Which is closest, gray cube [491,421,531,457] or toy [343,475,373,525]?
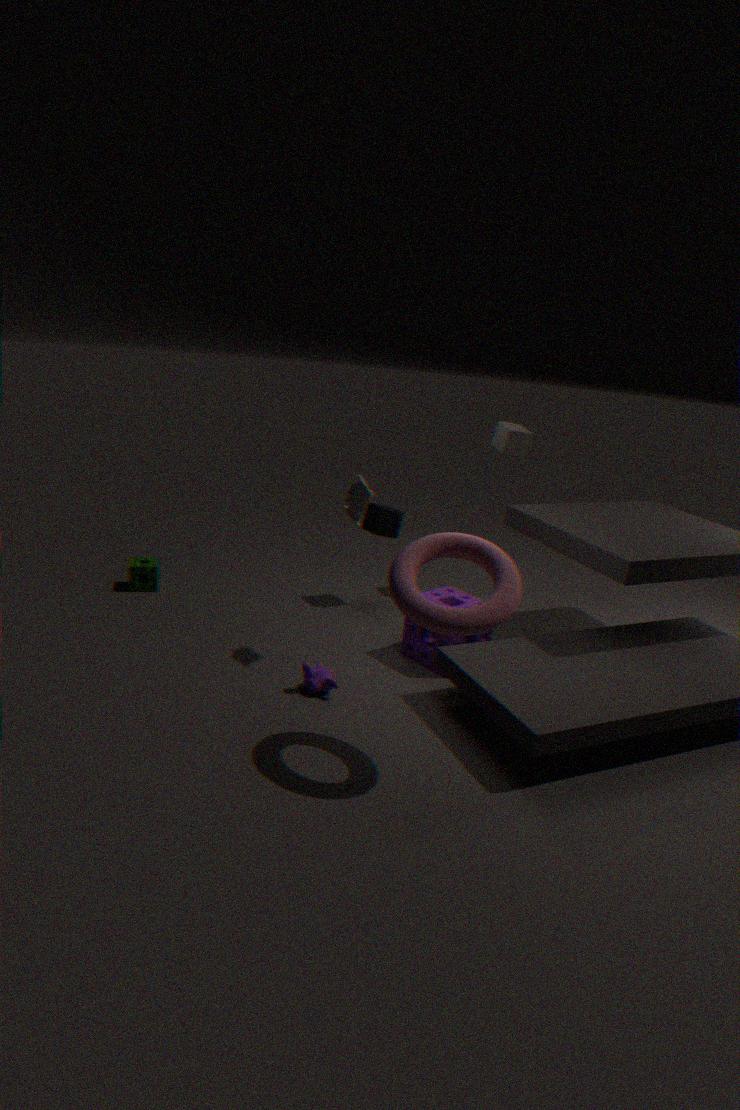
toy [343,475,373,525]
